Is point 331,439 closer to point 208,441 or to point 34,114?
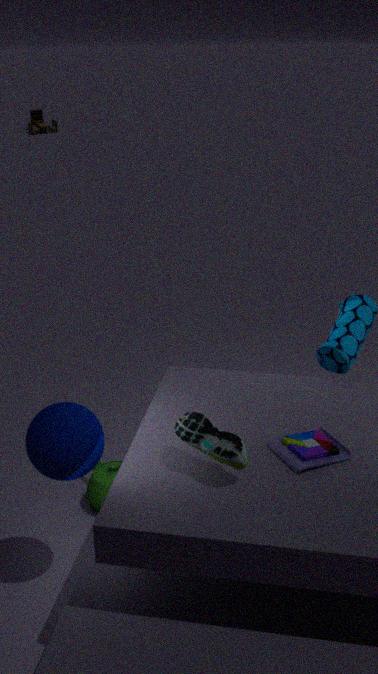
point 208,441
